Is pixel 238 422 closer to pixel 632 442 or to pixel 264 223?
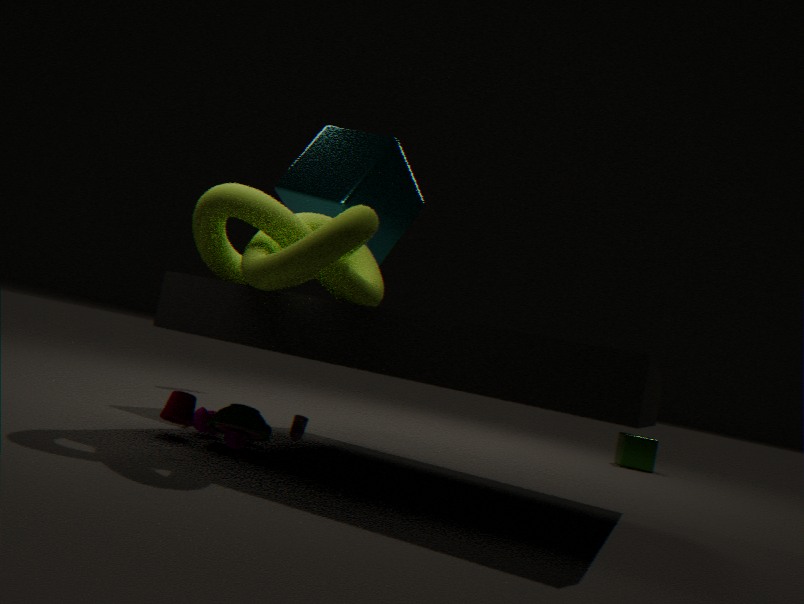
pixel 264 223
